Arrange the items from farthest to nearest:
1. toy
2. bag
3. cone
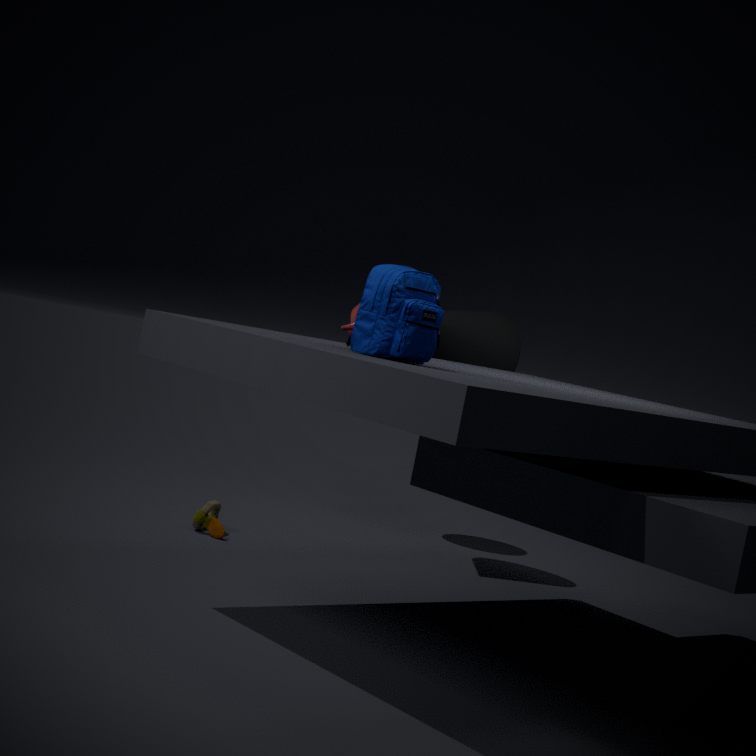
cone, toy, bag
